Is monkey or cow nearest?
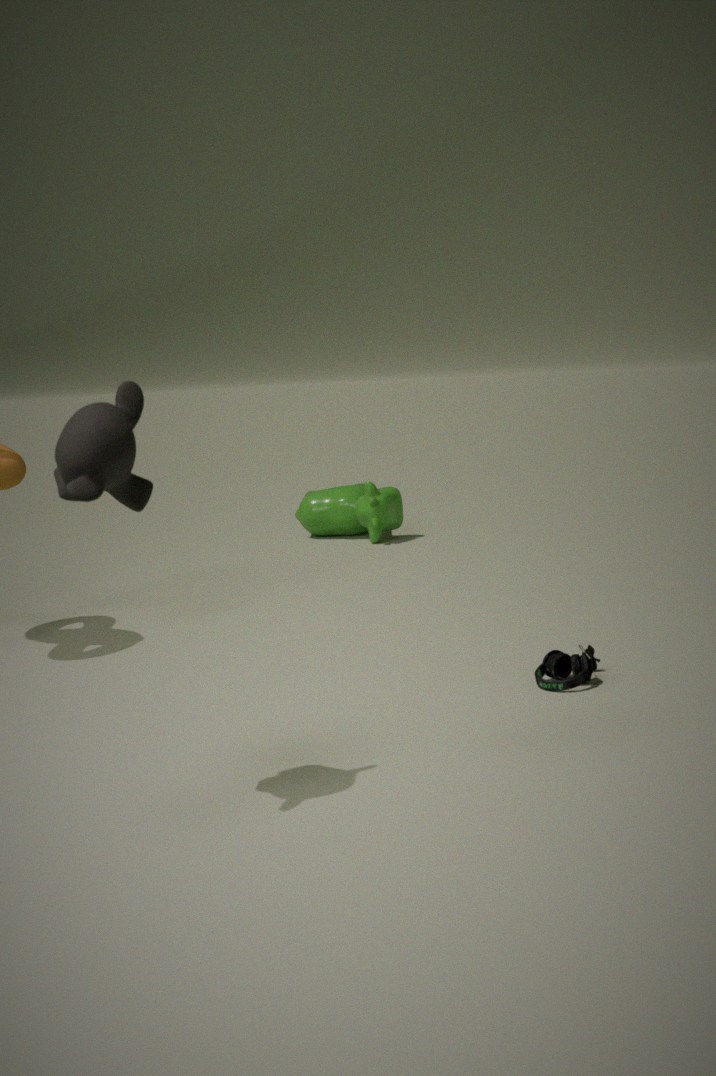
monkey
